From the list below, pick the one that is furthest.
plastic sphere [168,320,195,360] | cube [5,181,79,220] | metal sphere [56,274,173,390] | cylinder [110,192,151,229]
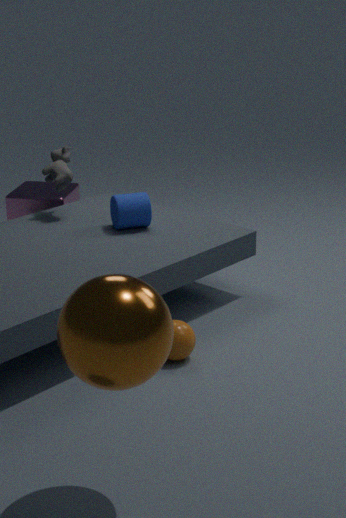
cube [5,181,79,220]
